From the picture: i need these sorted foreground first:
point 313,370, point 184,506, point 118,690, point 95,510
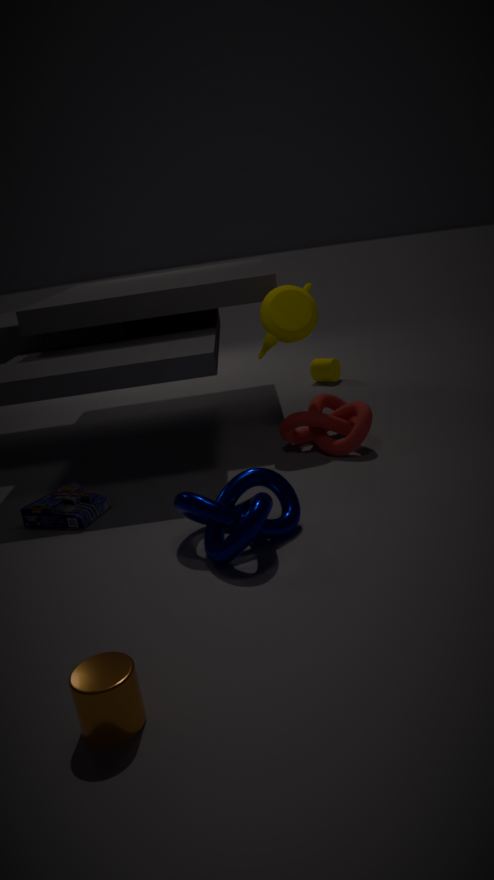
point 118,690 < point 184,506 < point 95,510 < point 313,370
